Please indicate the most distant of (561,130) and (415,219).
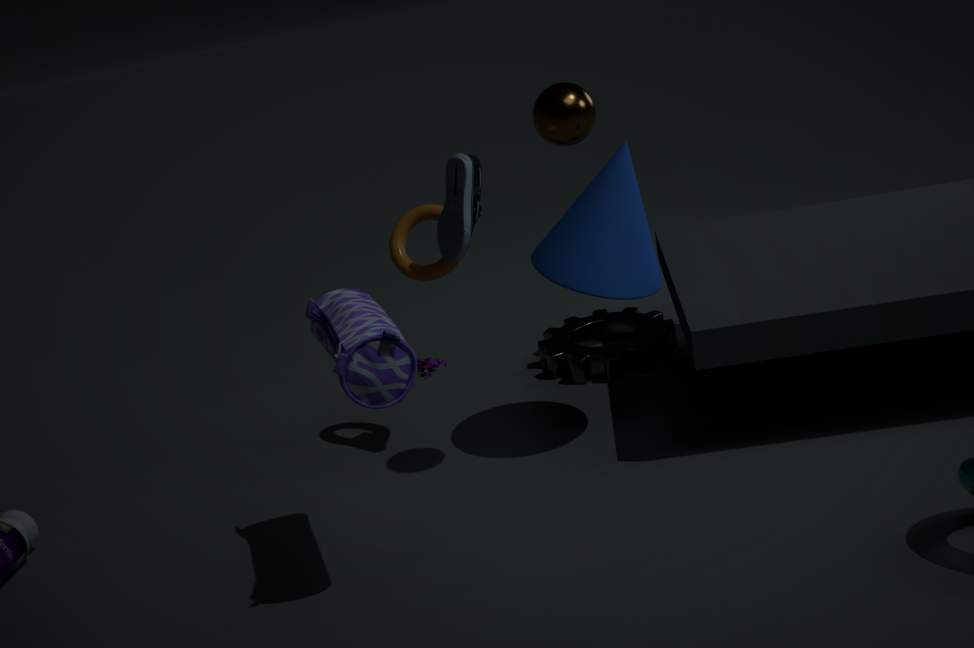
(415,219)
